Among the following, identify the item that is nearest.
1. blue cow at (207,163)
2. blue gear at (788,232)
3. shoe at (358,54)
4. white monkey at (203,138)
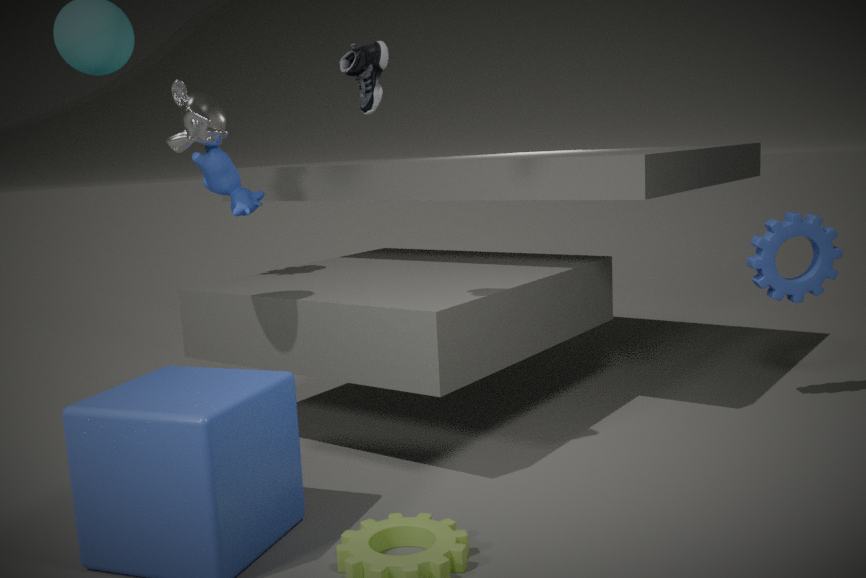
shoe at (358,54)
